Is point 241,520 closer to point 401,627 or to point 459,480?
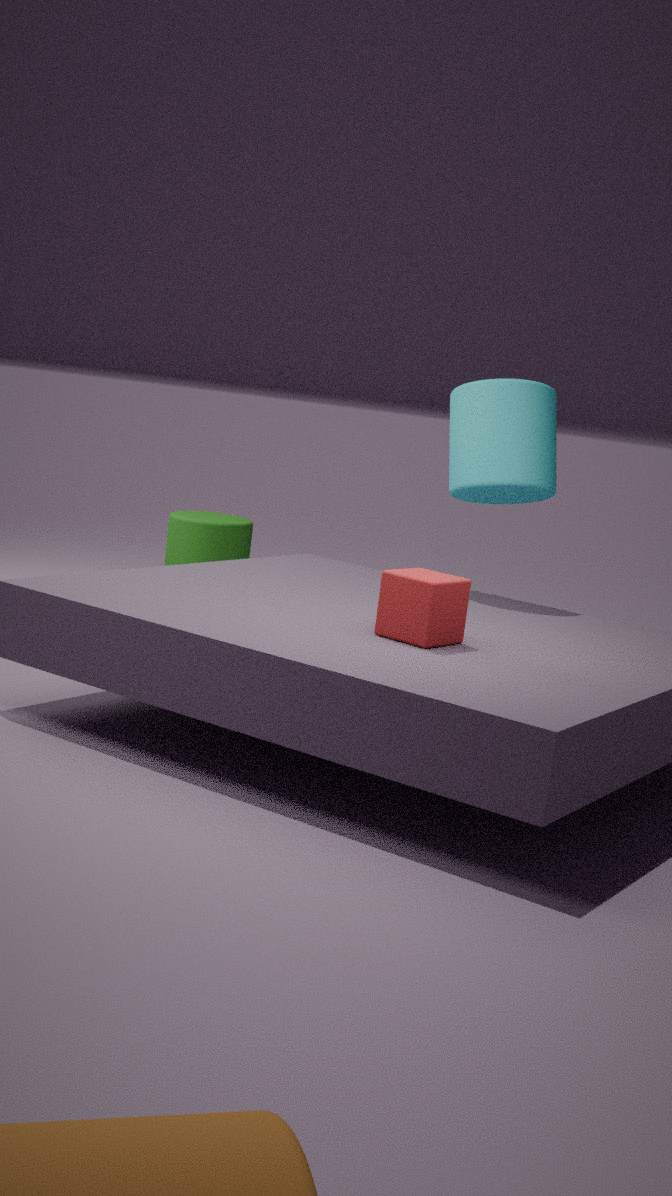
point 459,480
